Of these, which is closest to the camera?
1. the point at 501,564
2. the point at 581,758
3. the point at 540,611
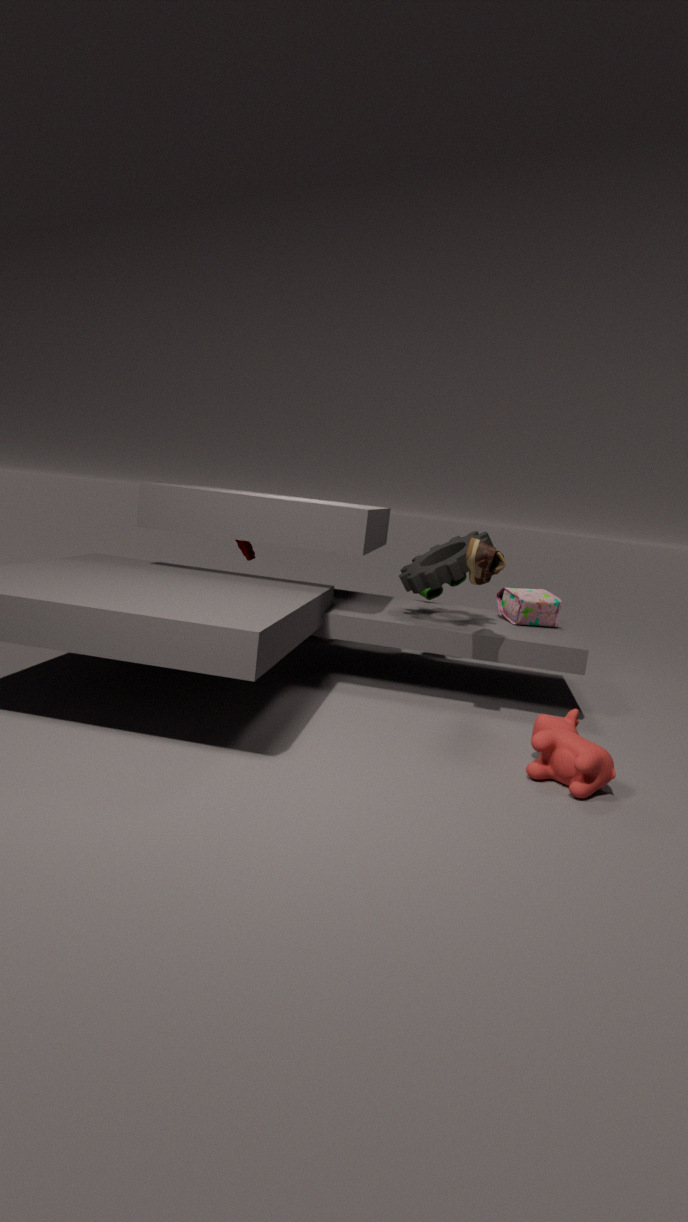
the point at 581,758
